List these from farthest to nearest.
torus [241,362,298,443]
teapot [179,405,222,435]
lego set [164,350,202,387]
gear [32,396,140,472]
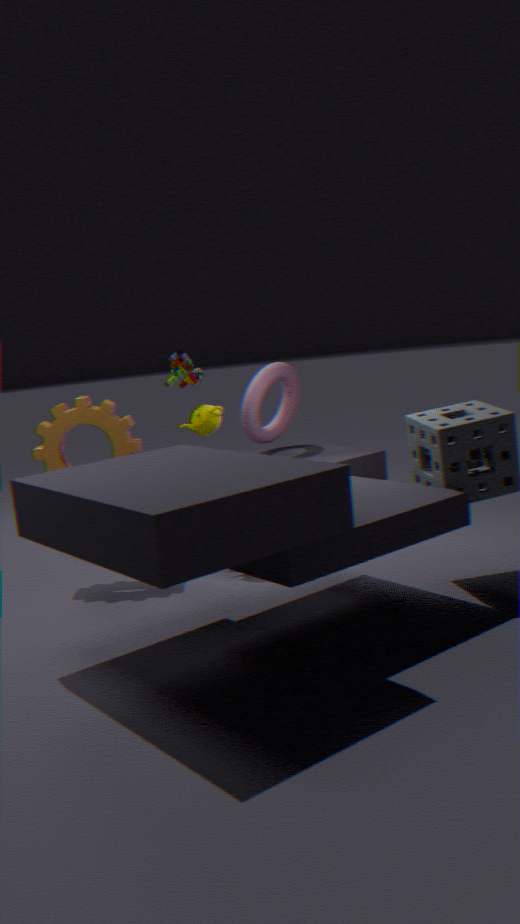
torus [241,362,298,443]
lego set [164,350,202,387]
teapot [179,405,222,435]
gear [32,396,140,472]
